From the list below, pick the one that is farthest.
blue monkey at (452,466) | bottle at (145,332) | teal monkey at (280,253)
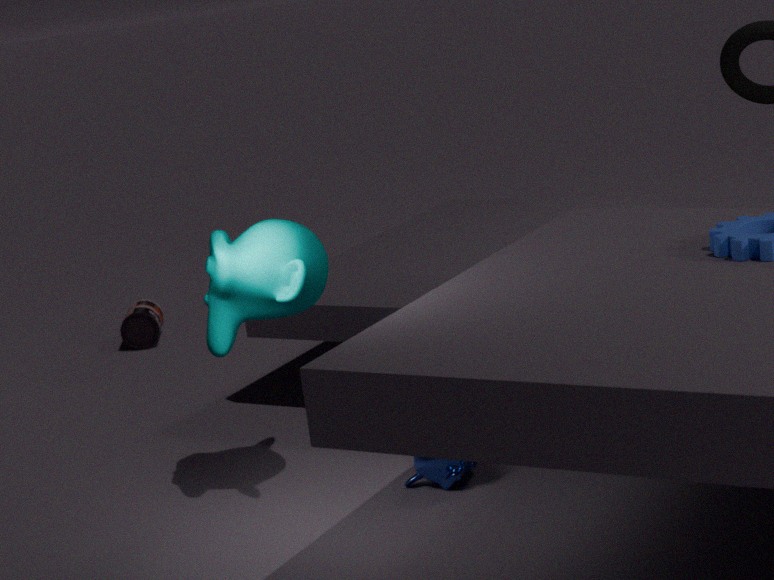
bottle at (145,332)
